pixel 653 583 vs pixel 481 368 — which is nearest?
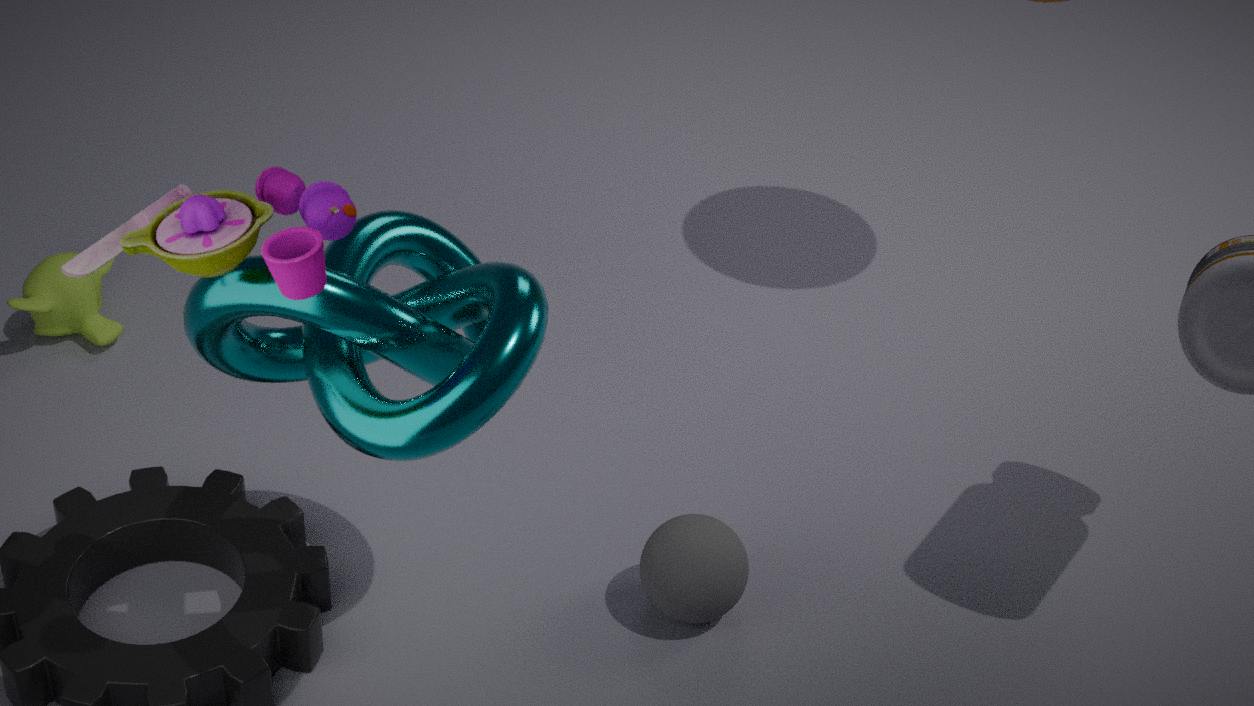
pixel 481 368
